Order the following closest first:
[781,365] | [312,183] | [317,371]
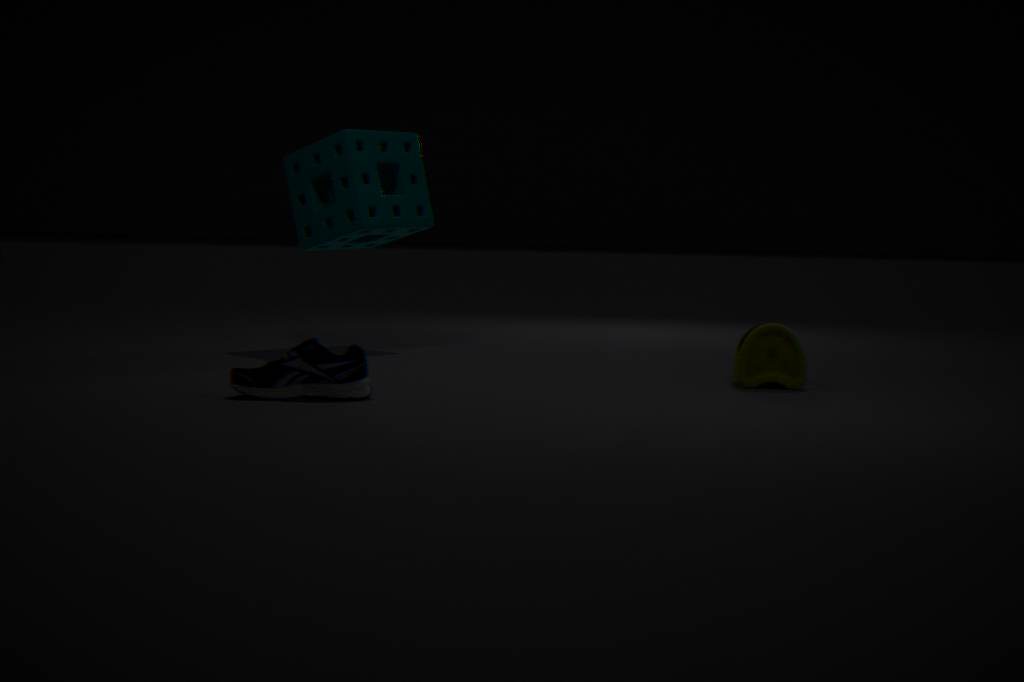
[317,371], [781,365], [312,183]
